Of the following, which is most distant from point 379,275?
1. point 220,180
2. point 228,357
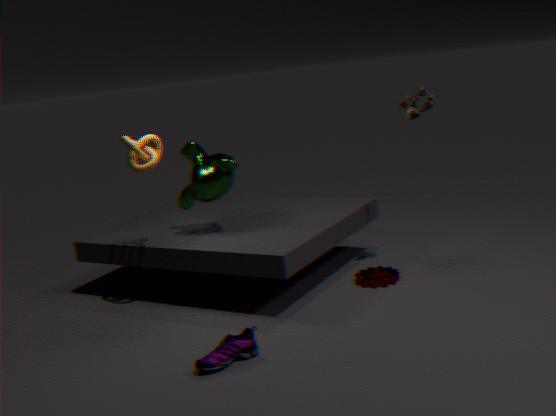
point 228,357
